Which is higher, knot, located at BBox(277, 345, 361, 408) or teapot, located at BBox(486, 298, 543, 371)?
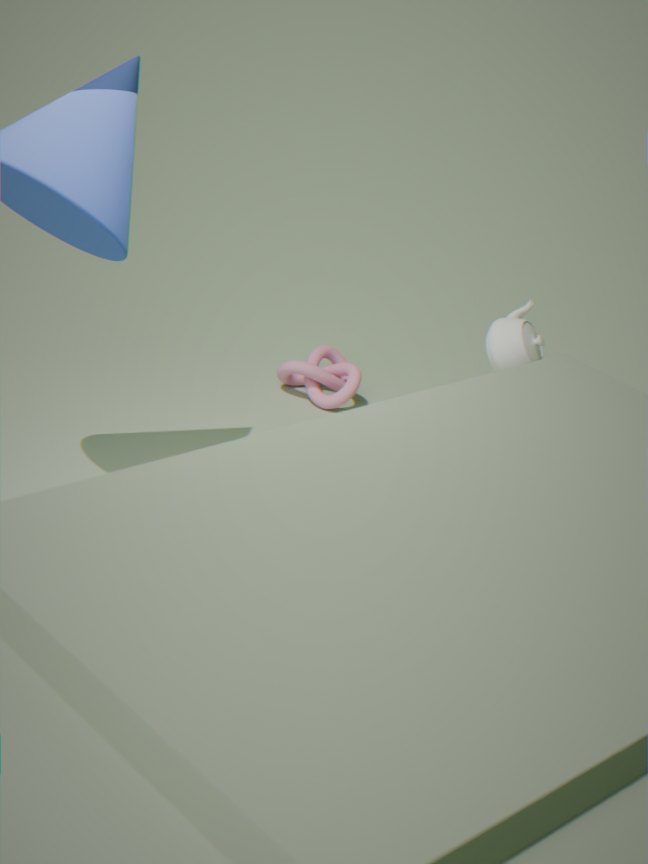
teapot, located at BBox(486, 298, 543, 371)
